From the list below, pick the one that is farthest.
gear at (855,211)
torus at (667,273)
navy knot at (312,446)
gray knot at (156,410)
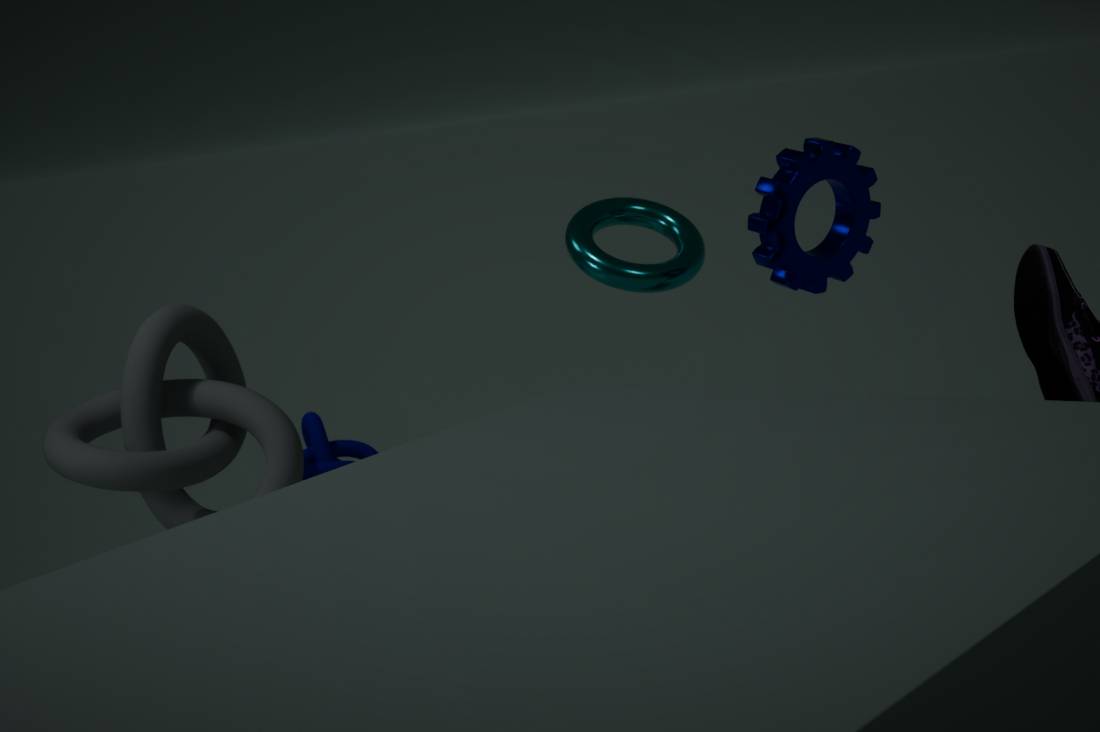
navy knot at (312,446)
